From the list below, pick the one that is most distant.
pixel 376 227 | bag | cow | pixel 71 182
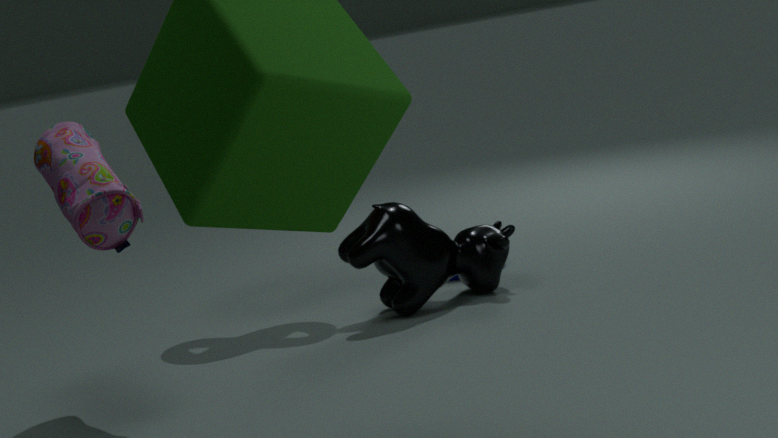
pixel 376 227
